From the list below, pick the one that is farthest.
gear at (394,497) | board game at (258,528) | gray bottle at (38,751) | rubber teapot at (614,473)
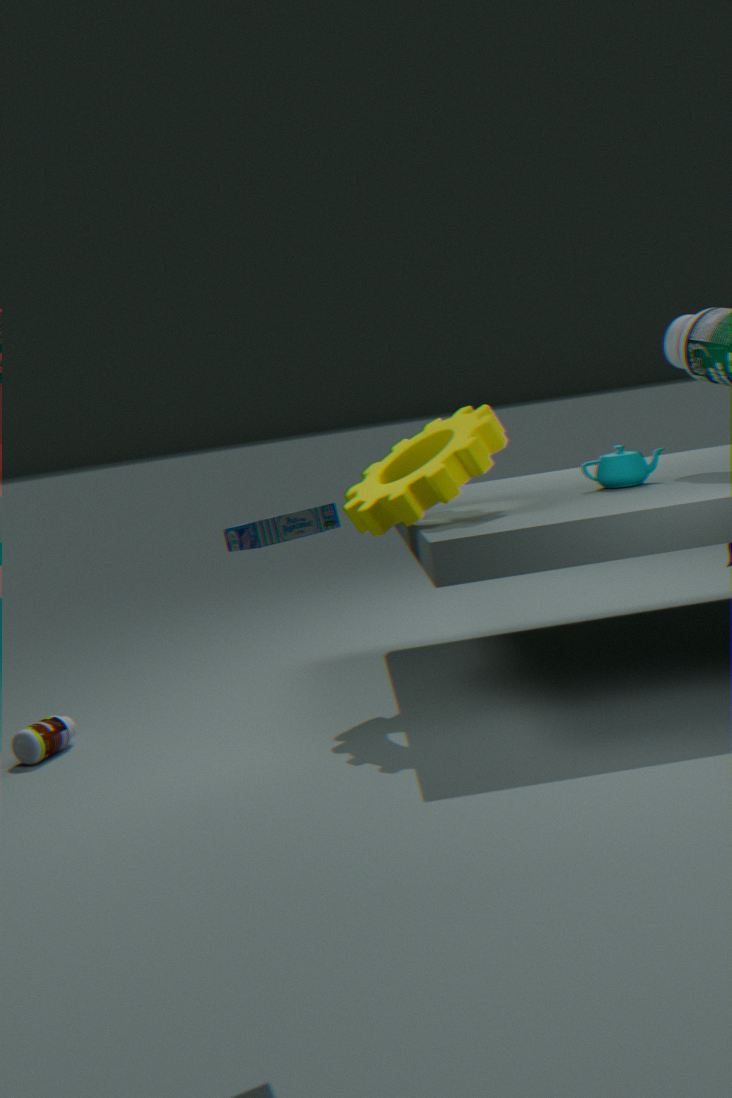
rubber teapot at (614,473)
